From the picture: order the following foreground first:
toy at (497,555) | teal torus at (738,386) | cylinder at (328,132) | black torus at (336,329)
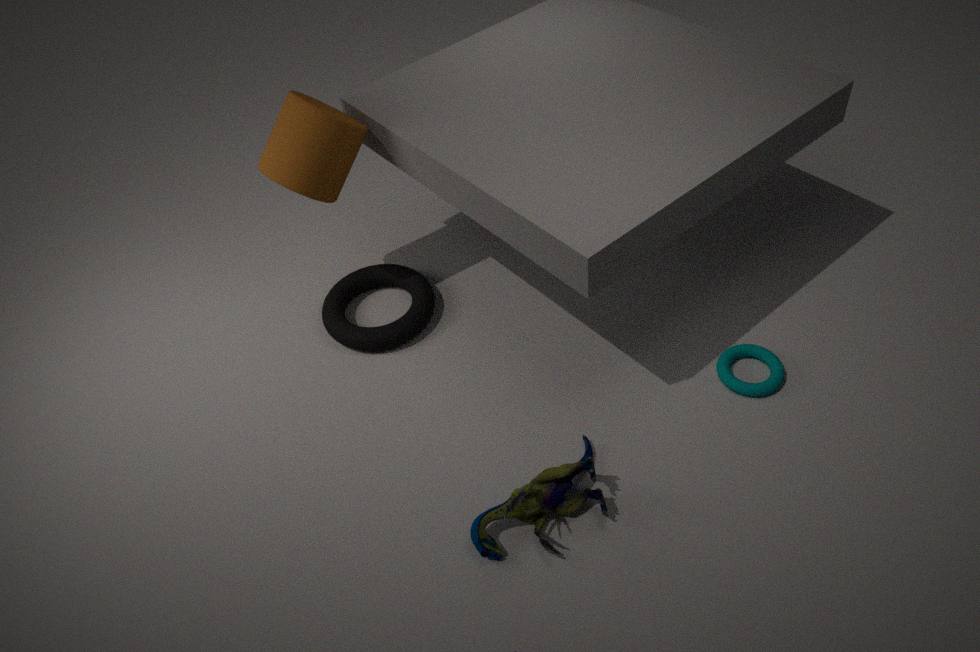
toy at (497,555), teal torus at (738,386), cylinder at (328,132), black torus at (336,329)
